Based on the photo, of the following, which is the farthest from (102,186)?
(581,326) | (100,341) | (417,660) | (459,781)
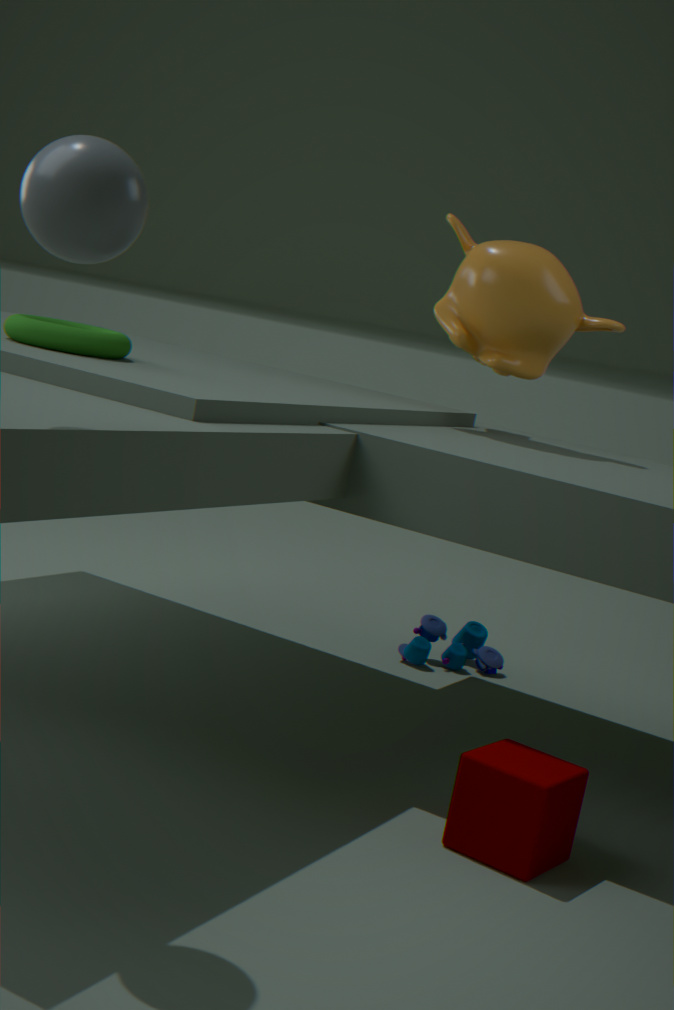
(417,660)
